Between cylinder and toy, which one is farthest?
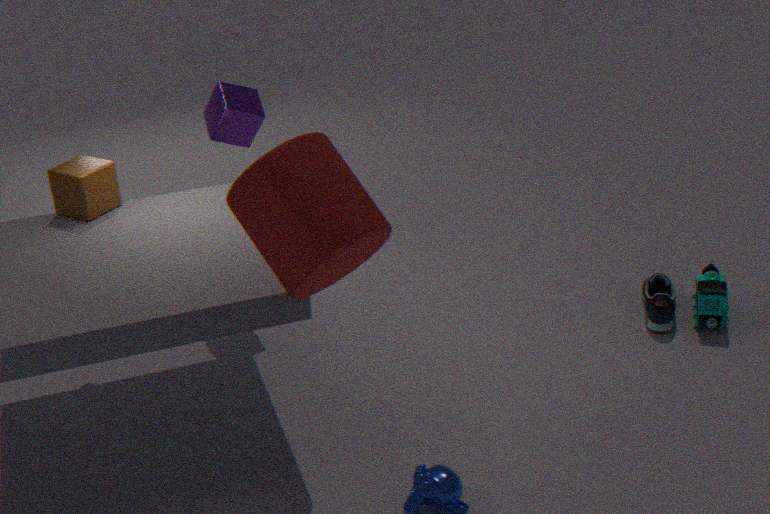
toy
